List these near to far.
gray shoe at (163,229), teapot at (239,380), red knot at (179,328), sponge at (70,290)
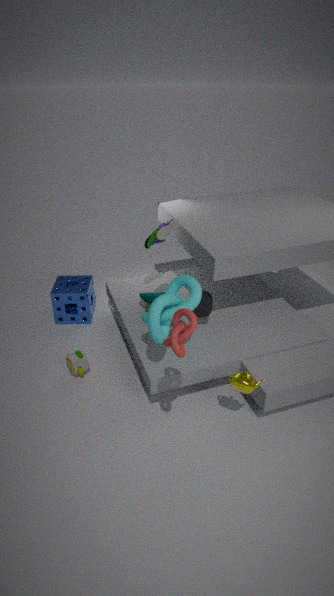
red knot at (179,328), teapot at (239,380), gray shoe at (163,229), sponge at (70,290)
